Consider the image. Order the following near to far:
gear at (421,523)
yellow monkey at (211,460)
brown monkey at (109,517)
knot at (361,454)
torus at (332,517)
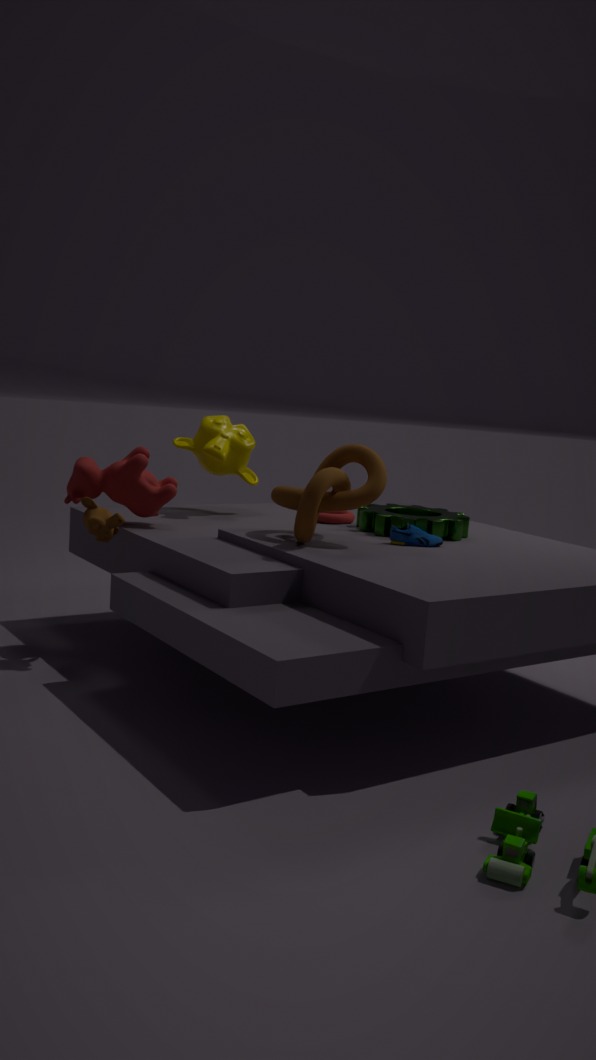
knot at (361,454)
brown monkey at (109,517)
gear at (421,523)
yellow monkey at (211,460)
torus at (332,517)
